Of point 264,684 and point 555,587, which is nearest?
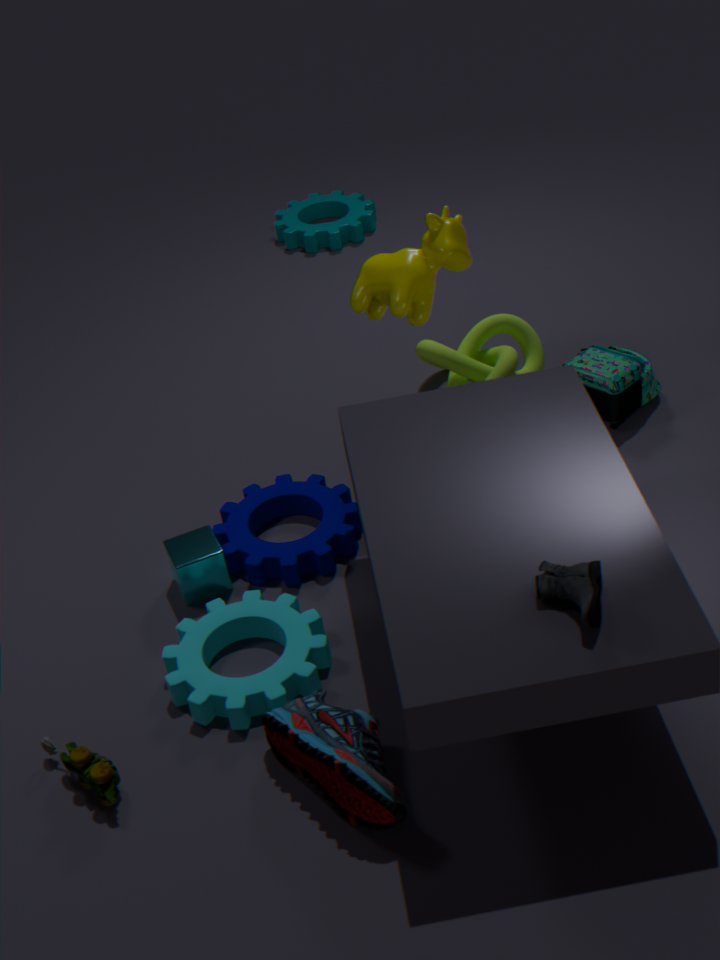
point 555,587
